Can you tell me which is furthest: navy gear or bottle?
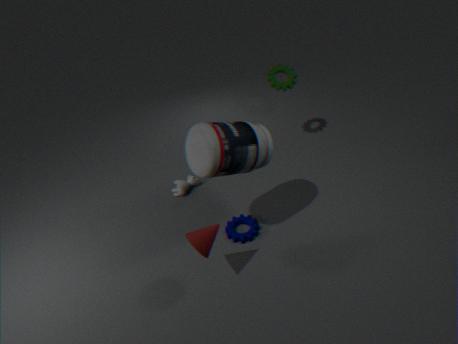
navy gear
